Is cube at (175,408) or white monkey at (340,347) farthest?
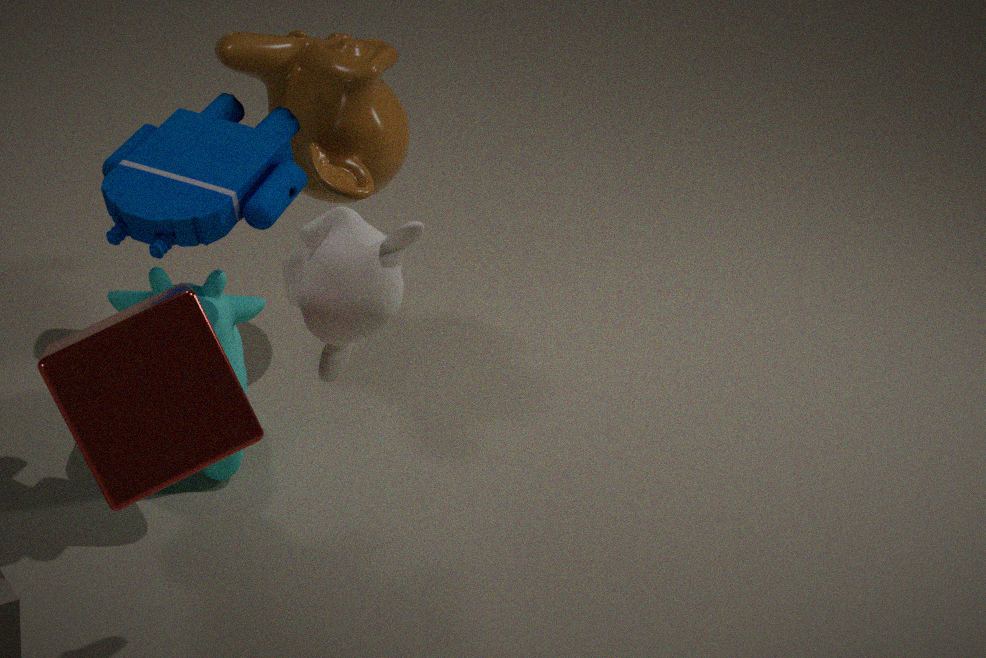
white monkey at (340,347)
